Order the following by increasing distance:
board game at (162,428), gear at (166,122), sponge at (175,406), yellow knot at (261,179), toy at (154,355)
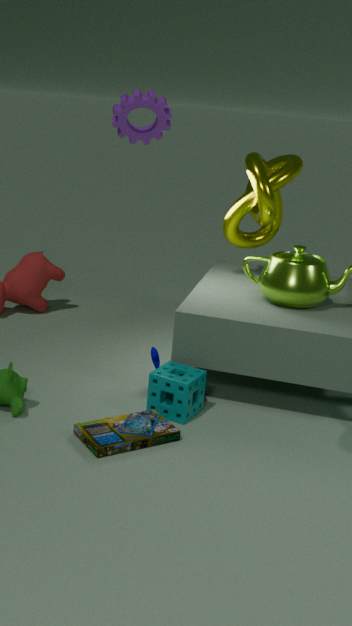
1. board game at (162,428)
2. sponge at (175,406)
3. toy at (154,355)
4. gear at (166,122)
5. yellow knot at (261,179)
